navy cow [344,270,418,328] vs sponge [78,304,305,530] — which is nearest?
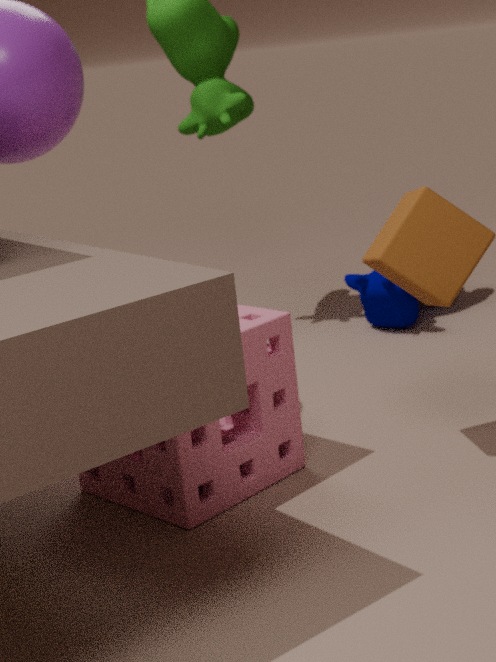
sponge [78,304,305,530]
